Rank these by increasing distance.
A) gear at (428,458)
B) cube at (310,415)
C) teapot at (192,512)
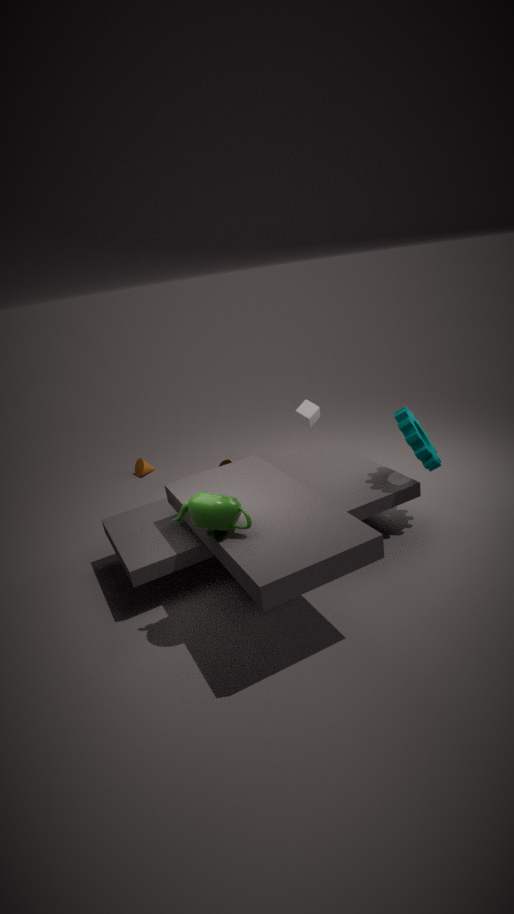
1. teapot at (192,512)
2. gear at (428,458)
3. cube at (310,415)
